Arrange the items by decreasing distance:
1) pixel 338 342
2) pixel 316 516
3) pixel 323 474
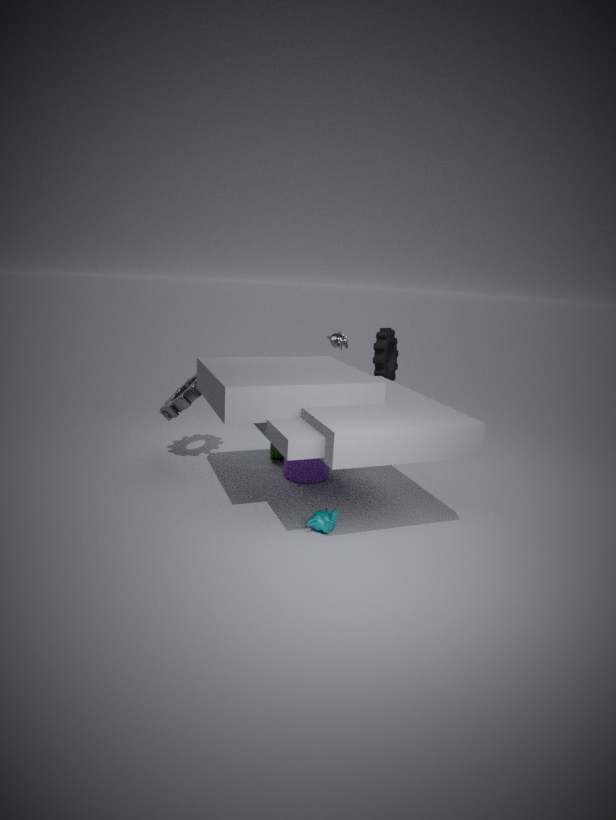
1. pixel 338 342, 3. pixel 323 474, 2. pixel 316 516
